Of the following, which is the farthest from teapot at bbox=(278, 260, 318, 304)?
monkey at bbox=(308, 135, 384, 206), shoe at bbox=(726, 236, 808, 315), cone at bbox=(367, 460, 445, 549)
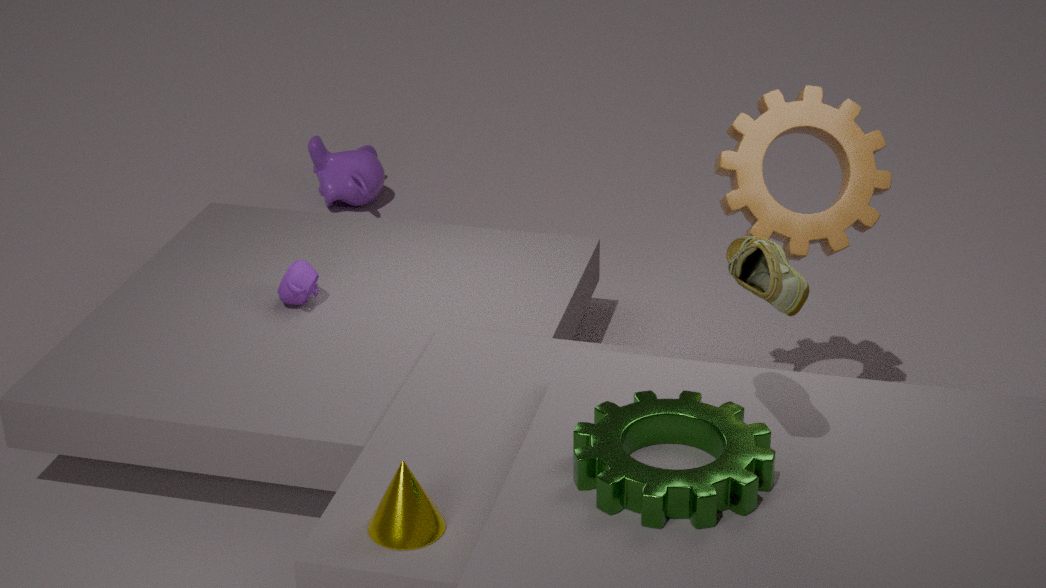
shoe at bbox=(726, 236, 808, 315)
